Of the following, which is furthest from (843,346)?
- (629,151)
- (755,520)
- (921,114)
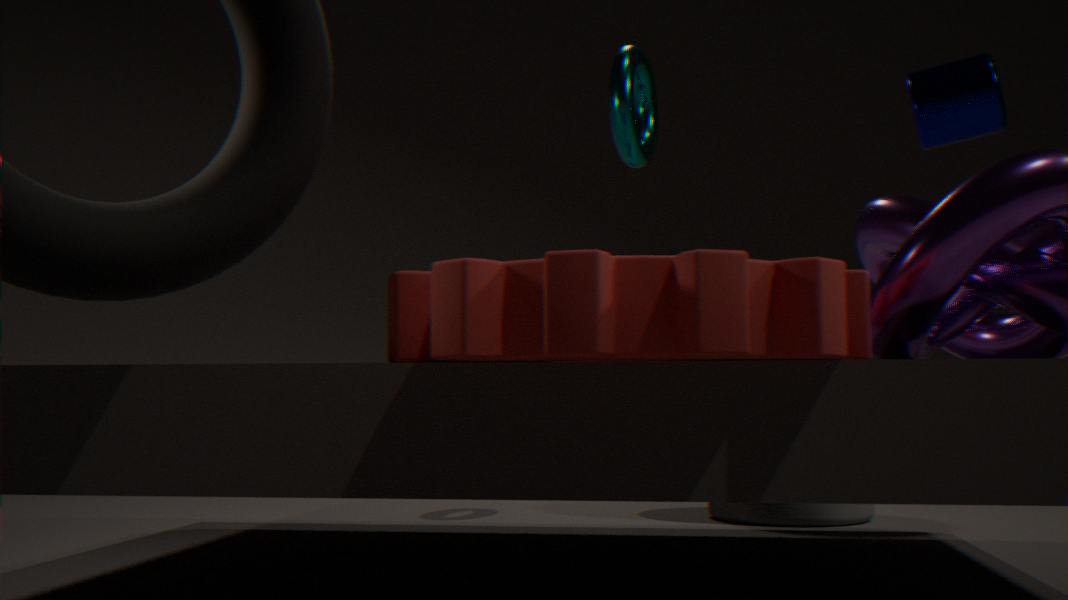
(921,114)
